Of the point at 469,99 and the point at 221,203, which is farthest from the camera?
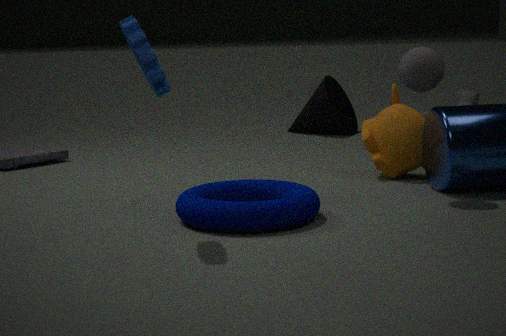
the point at 469,99
